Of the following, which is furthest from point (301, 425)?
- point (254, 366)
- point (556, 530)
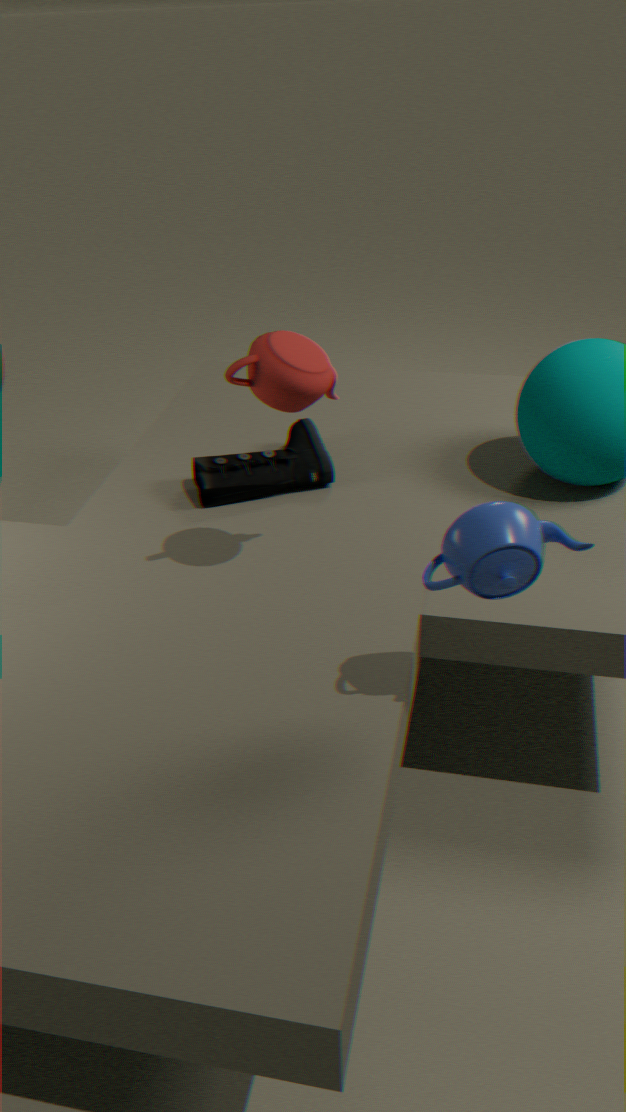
point (556, 530)
